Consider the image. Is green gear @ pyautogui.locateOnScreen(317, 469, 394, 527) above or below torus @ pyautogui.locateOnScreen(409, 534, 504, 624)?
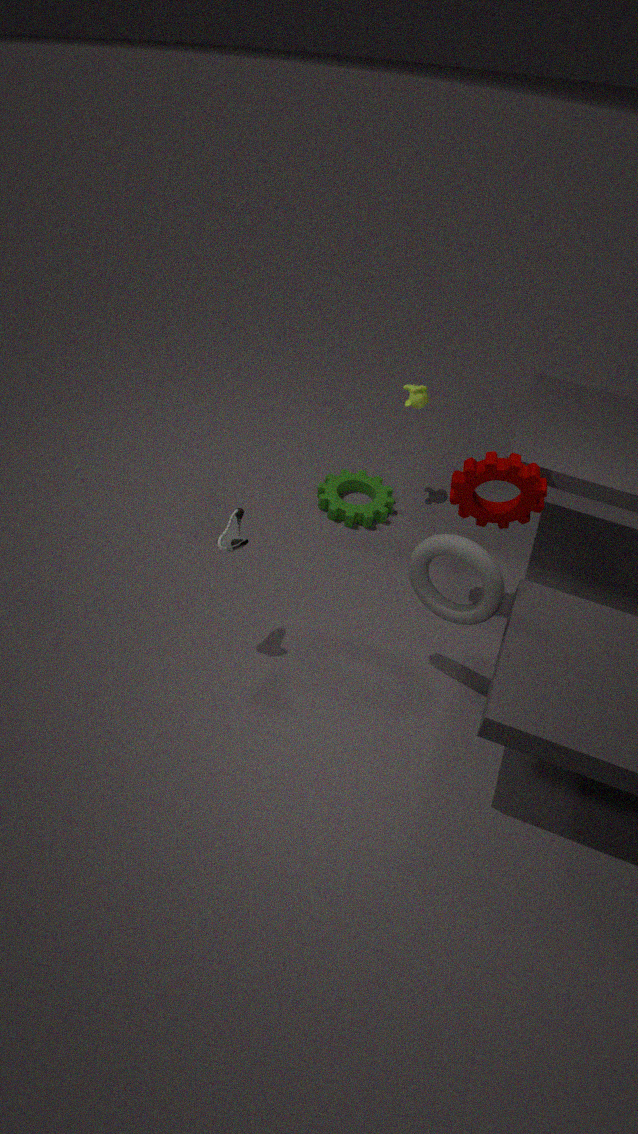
below
